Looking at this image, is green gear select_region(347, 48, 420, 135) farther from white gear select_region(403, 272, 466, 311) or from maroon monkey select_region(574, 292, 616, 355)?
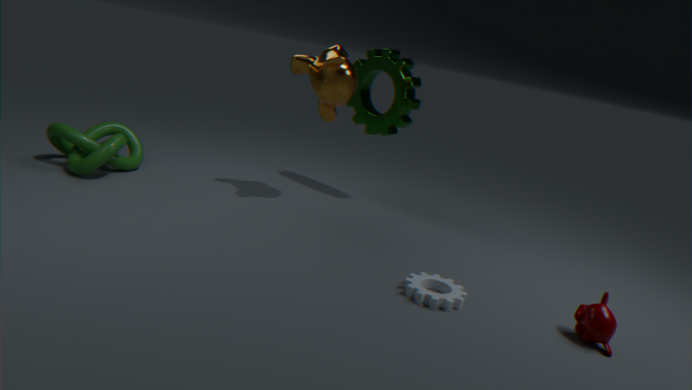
maroon monkey select_region(574, 292, 616, 355)
